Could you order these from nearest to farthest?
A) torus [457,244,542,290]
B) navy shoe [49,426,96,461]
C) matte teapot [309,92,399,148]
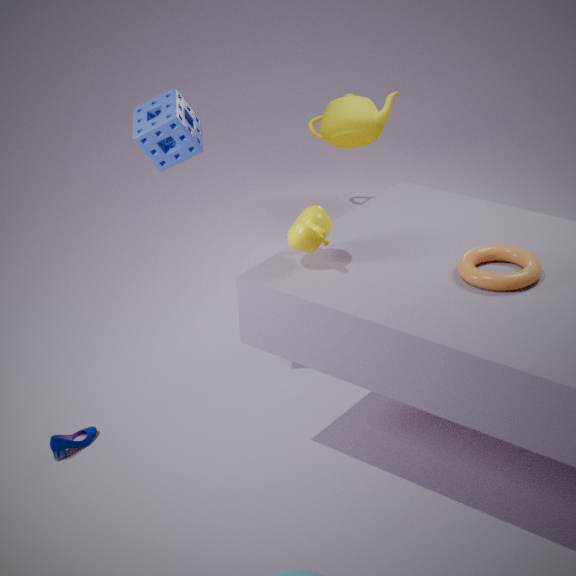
torus [457,244,542,290], navy shoe [49,426,96,461], matte teapot [309,92,399,148]
